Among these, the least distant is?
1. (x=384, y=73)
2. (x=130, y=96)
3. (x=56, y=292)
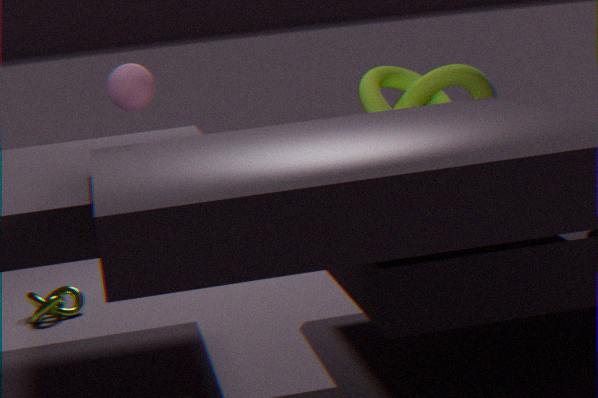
(x=130, y=96)
